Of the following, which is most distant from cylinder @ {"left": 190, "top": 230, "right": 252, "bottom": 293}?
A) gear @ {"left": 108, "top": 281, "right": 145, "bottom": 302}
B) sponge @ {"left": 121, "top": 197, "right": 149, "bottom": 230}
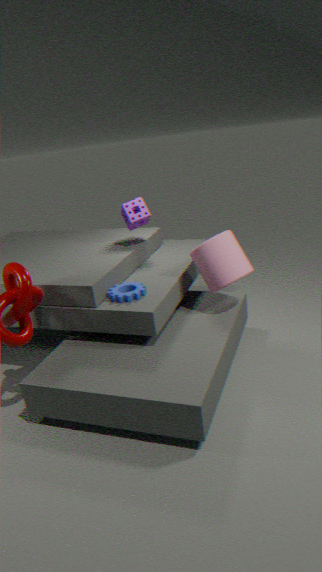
sponge @ {"left": 121, "top": 197, "right": 149, "bottom": 230}
